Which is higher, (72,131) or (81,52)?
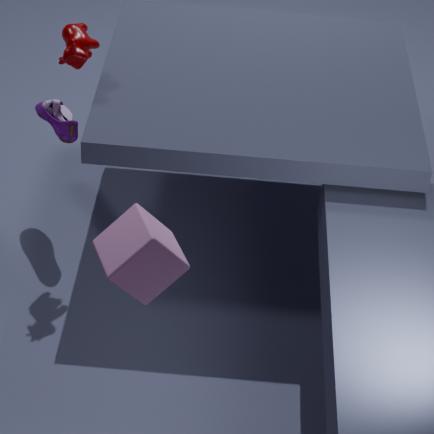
(81,52)
